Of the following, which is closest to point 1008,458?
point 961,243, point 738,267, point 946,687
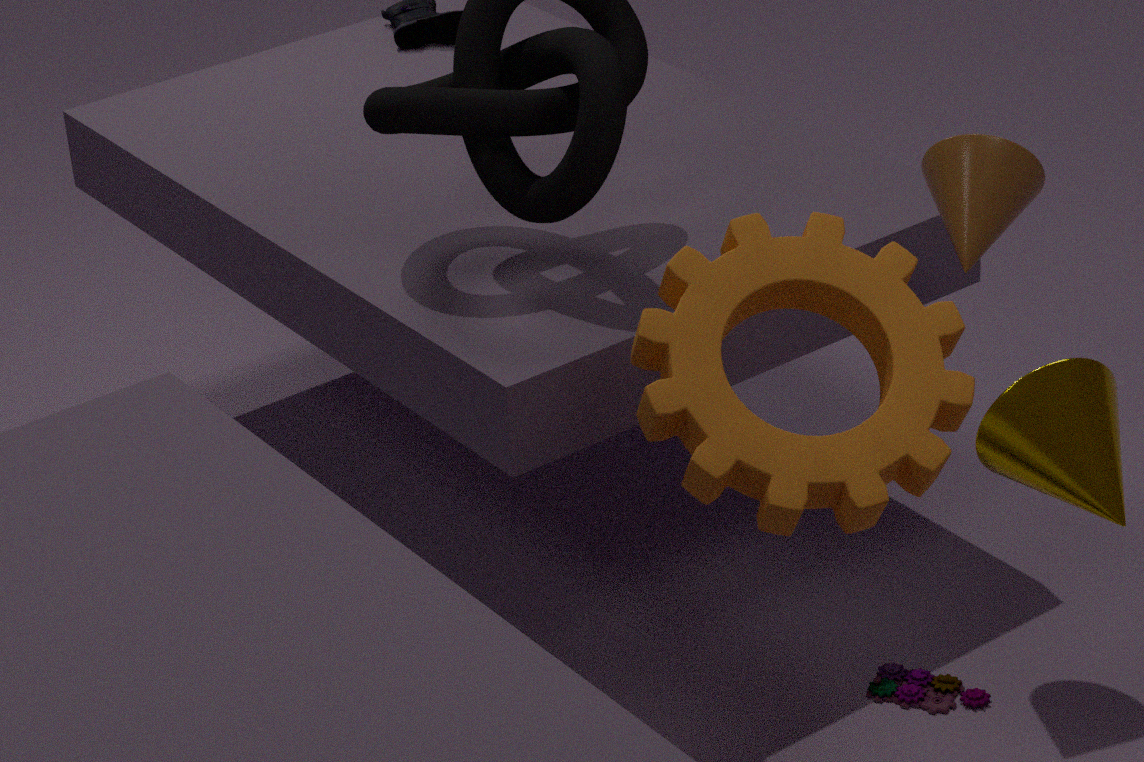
point 738,267
